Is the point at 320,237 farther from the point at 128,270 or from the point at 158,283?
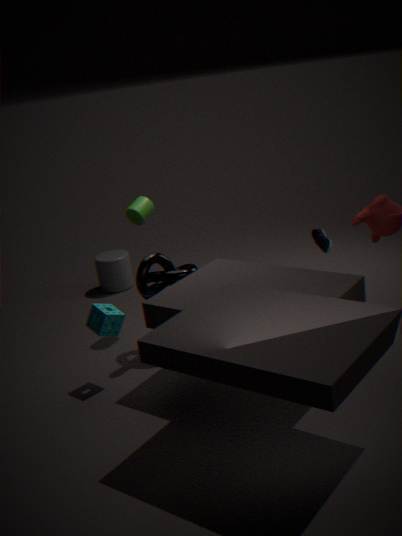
the point at 128,270
